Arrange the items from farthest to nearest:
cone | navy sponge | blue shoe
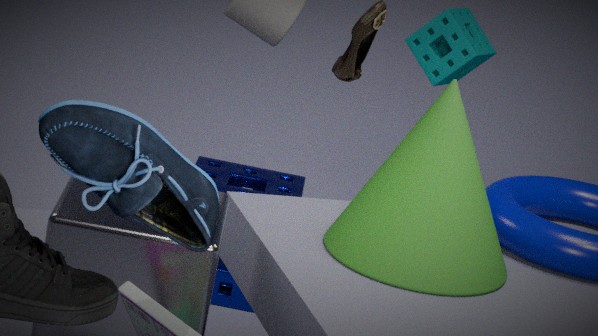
navy sponge
cone
blue shoe
